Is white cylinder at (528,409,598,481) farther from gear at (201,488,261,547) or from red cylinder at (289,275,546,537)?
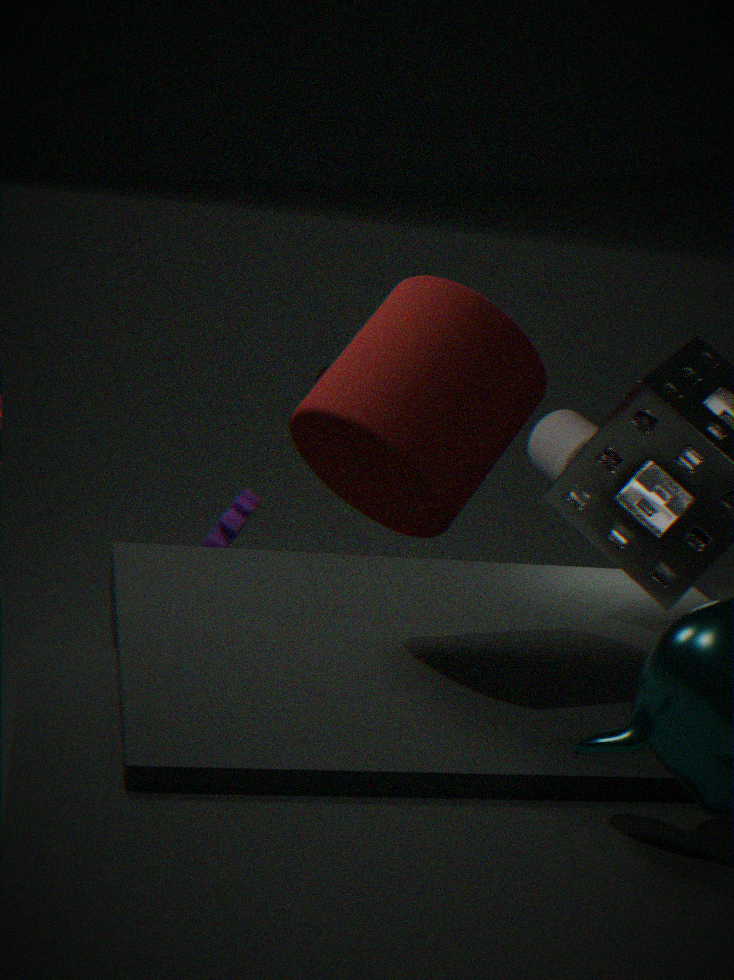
red cylinder at (289,275,546,537)
